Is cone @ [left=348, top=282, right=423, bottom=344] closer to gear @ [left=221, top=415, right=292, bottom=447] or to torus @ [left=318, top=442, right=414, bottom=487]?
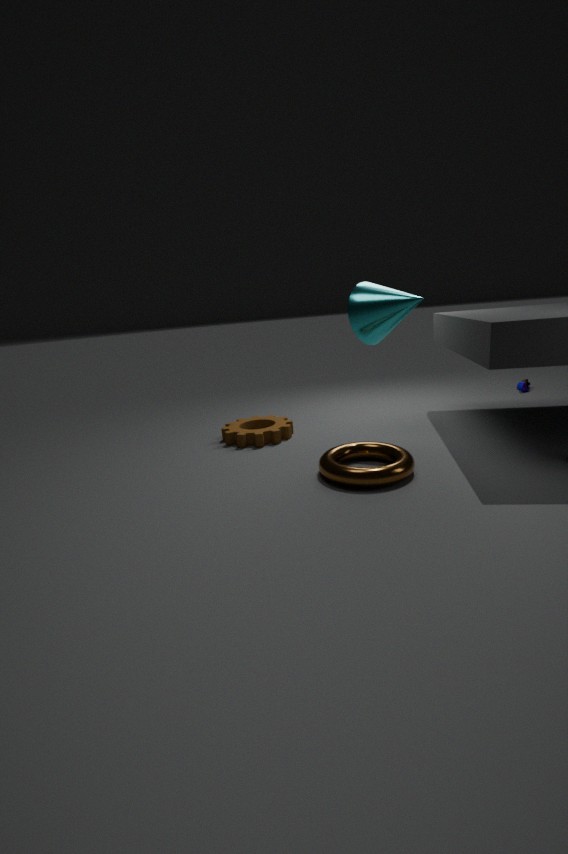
torus @ [left=318, top=442, right=414, bottom=487]
